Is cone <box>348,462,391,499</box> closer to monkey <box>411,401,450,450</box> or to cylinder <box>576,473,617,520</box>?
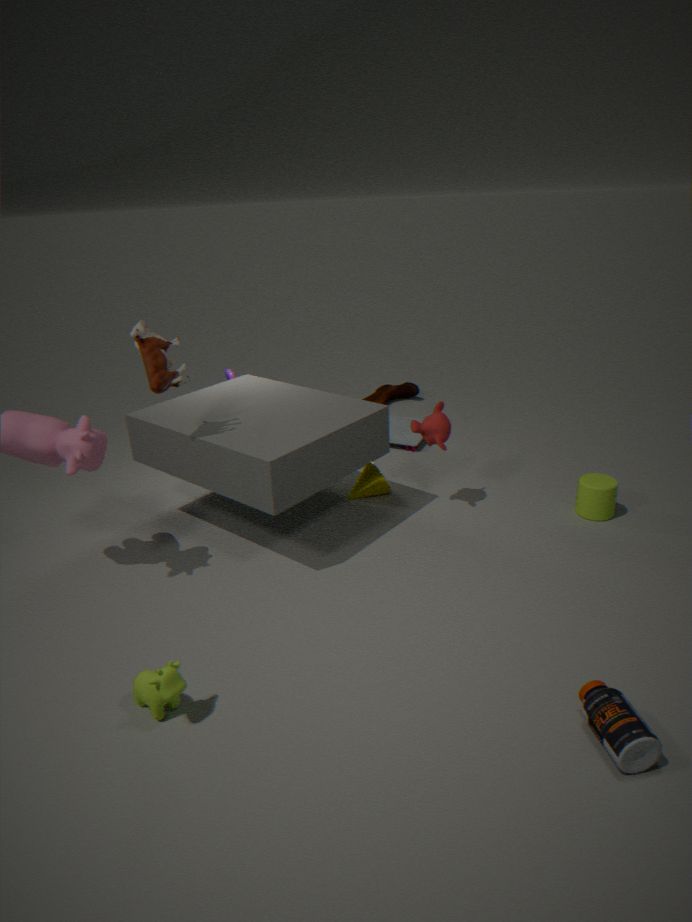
monkey <box>411,401,450,450</box>
